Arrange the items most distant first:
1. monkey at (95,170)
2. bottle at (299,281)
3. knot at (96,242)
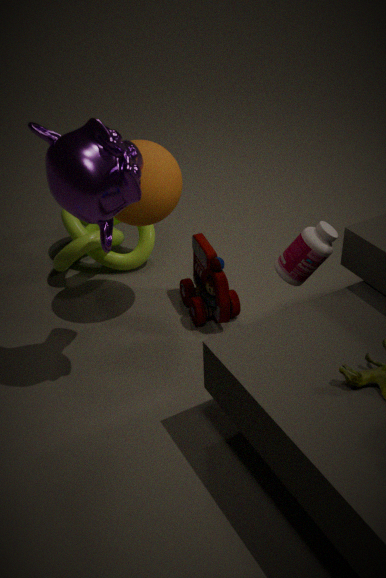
knot at (96,242) < bottle at (299,281) < monkey at (95,170)
